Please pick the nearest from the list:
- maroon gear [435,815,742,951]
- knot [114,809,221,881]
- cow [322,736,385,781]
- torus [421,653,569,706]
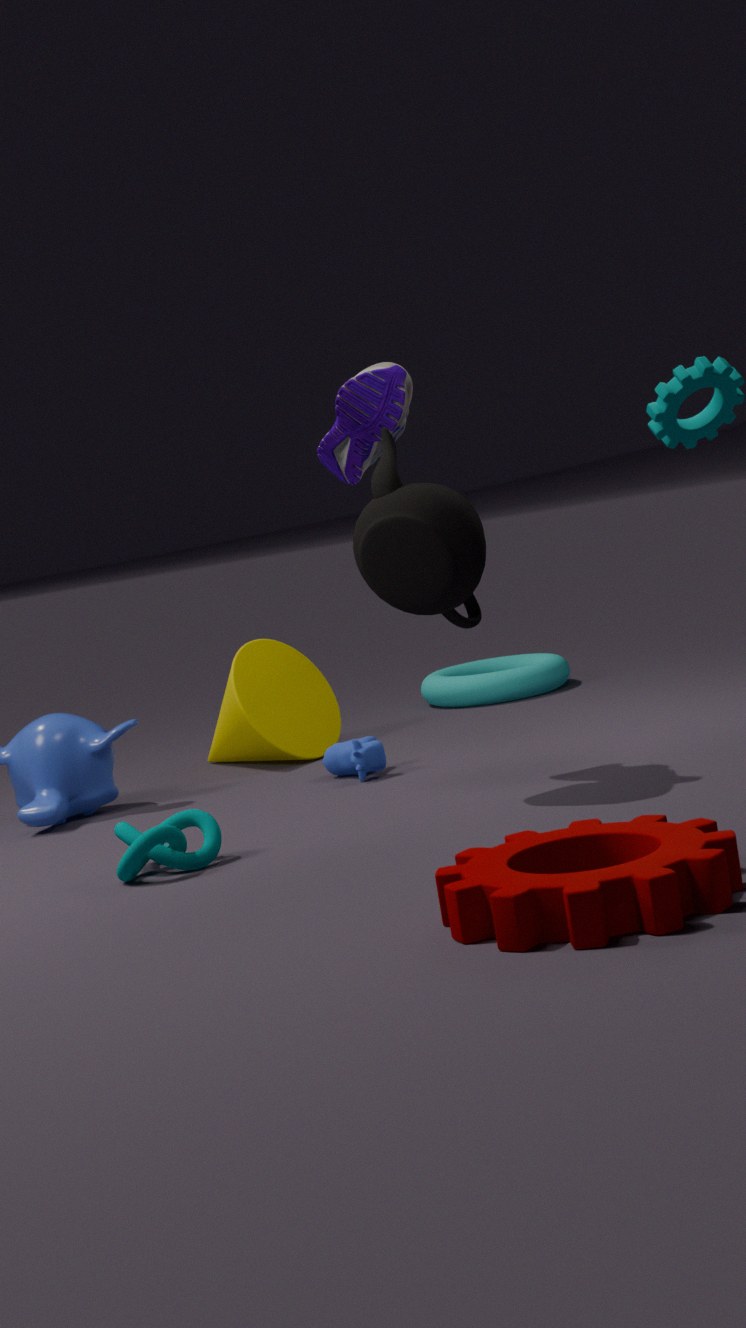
maroon gear [435,815,742,951]
